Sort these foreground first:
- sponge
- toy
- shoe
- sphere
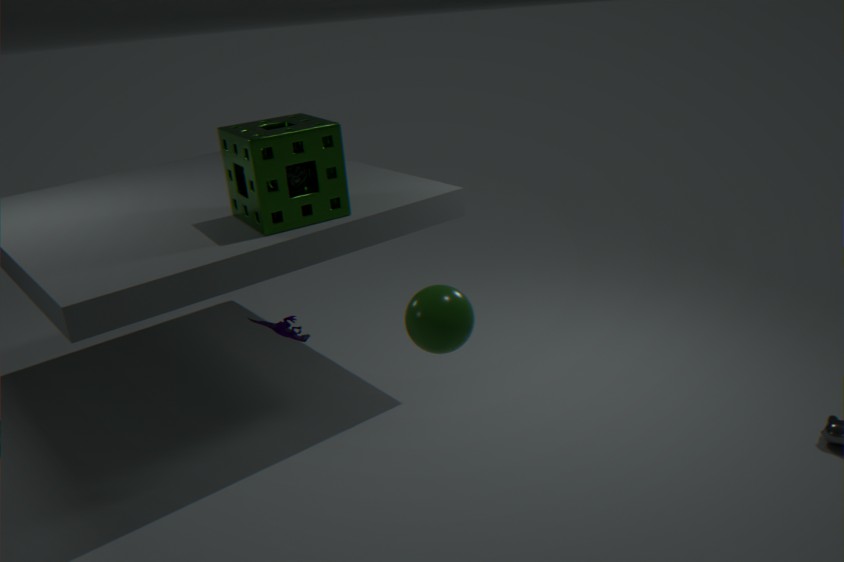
sphere < sponge < shoe < toy
